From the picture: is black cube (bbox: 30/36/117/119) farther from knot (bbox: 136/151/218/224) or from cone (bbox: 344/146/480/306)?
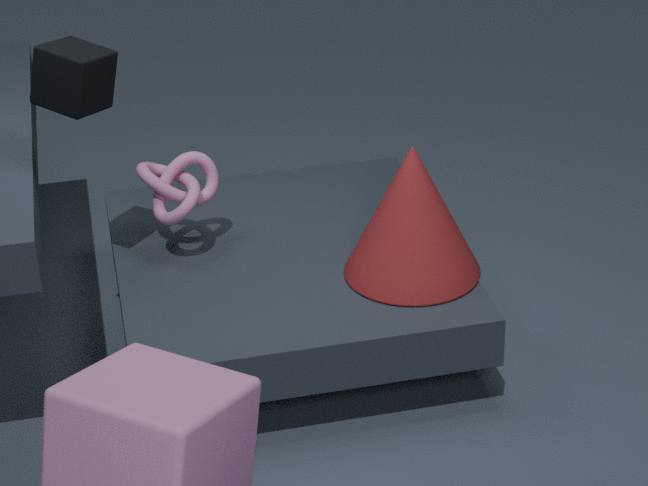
cone (bbox: 344/146/480/306)
